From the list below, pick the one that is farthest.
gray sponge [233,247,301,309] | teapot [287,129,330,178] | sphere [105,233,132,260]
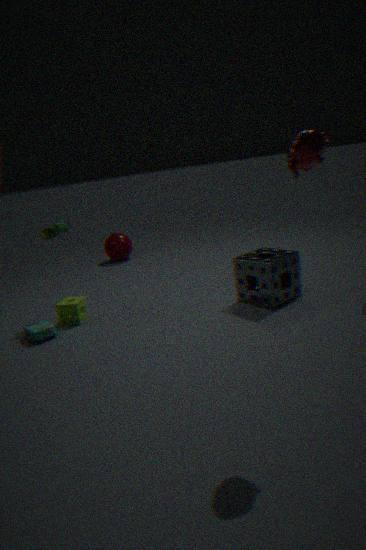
sphere [105,233,132,260]
